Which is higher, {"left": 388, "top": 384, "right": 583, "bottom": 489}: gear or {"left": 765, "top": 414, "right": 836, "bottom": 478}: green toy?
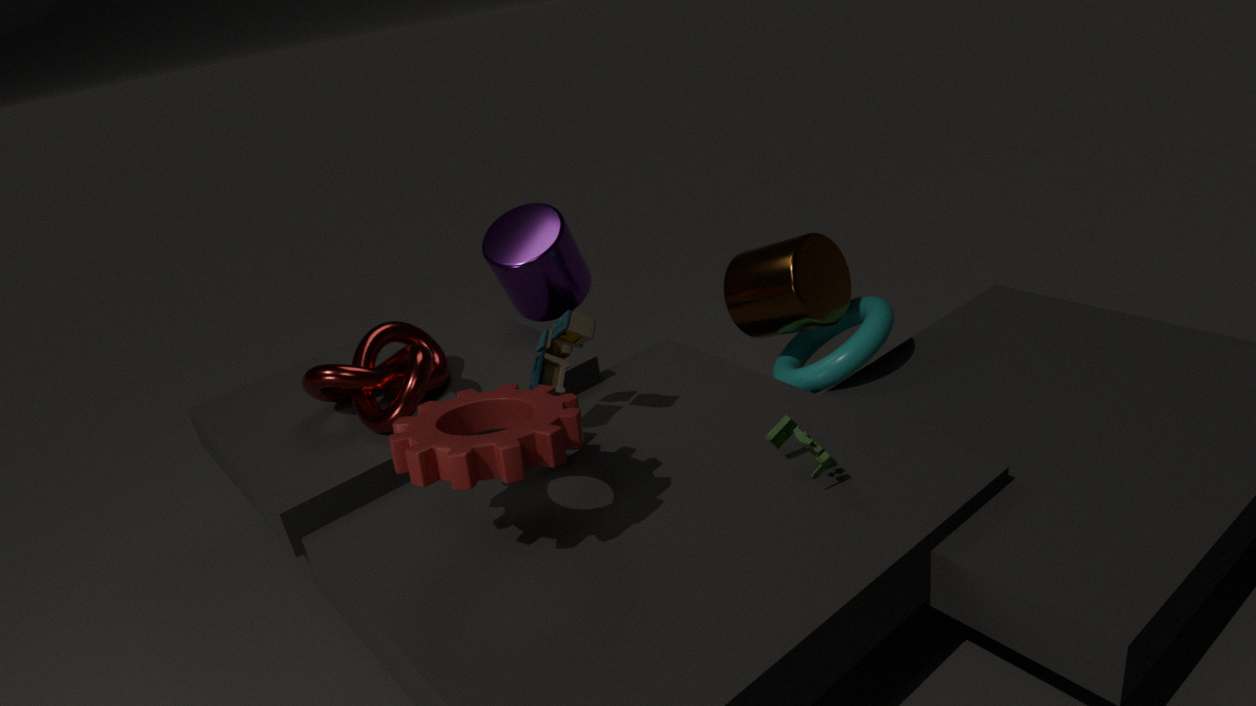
{"left": 388, "top": 384, "right": 583, "bottom": 489}: gear
